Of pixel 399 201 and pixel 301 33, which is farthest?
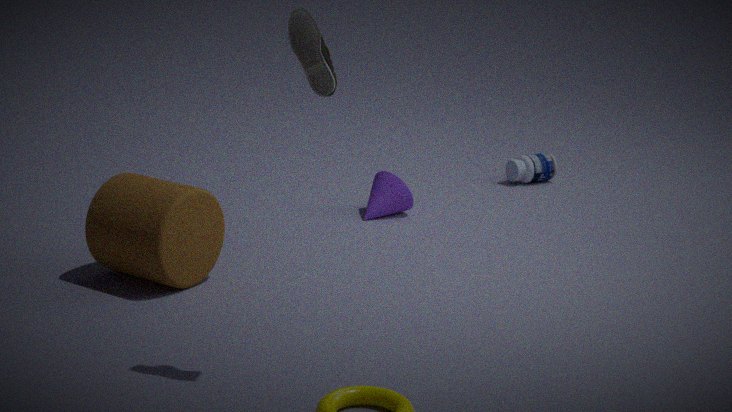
pixel 399 201
